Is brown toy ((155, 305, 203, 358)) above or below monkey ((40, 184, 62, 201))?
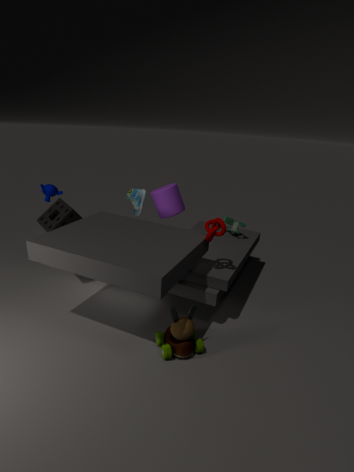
below
